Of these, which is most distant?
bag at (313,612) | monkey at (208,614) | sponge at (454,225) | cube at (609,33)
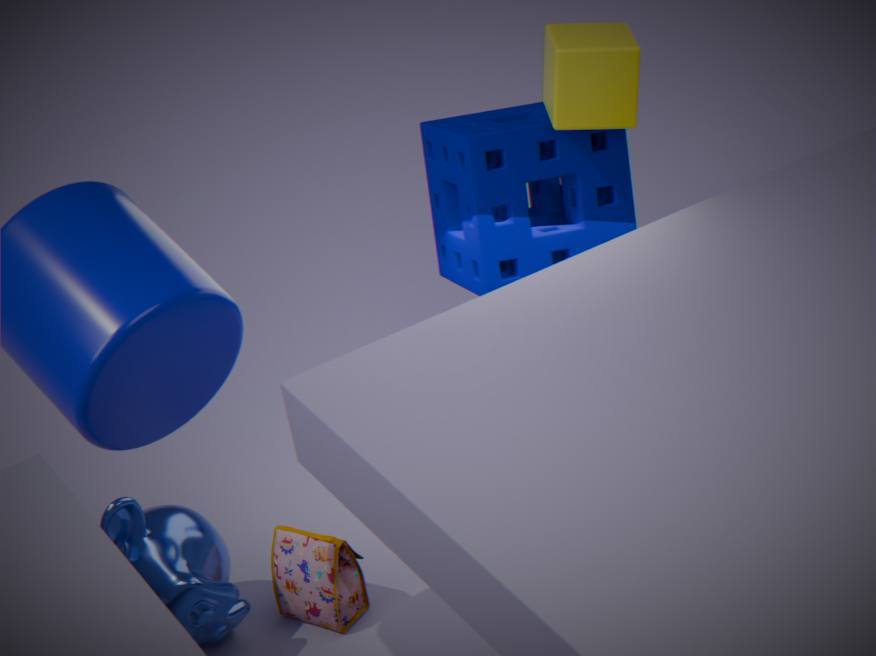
sponge at (454,225)
